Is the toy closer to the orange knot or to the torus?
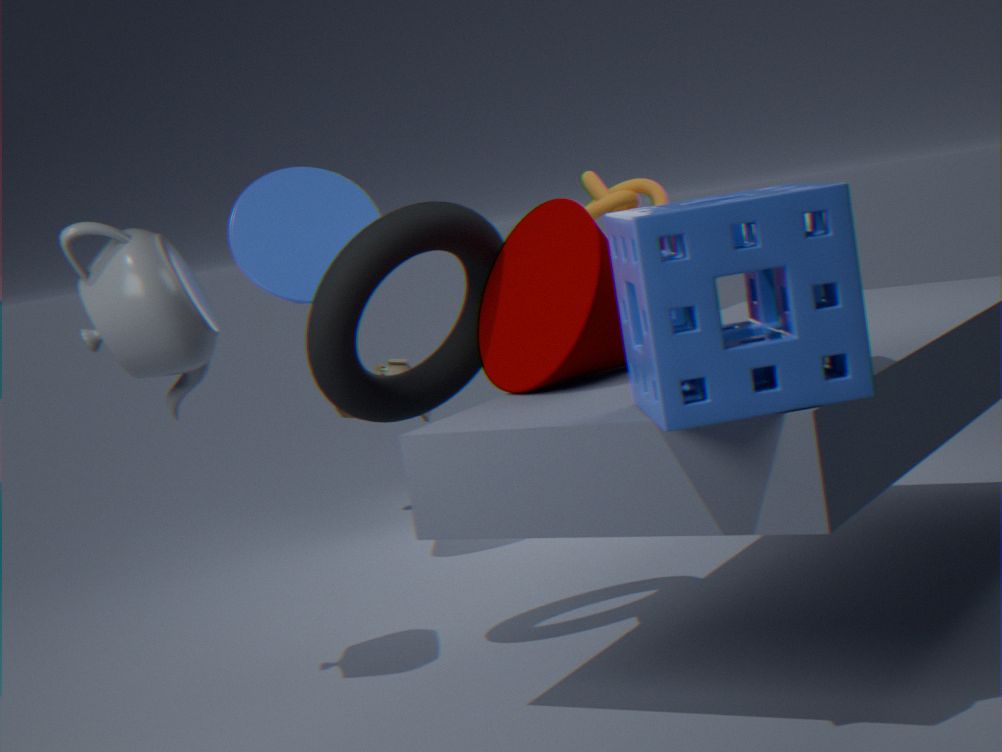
the orange knot
